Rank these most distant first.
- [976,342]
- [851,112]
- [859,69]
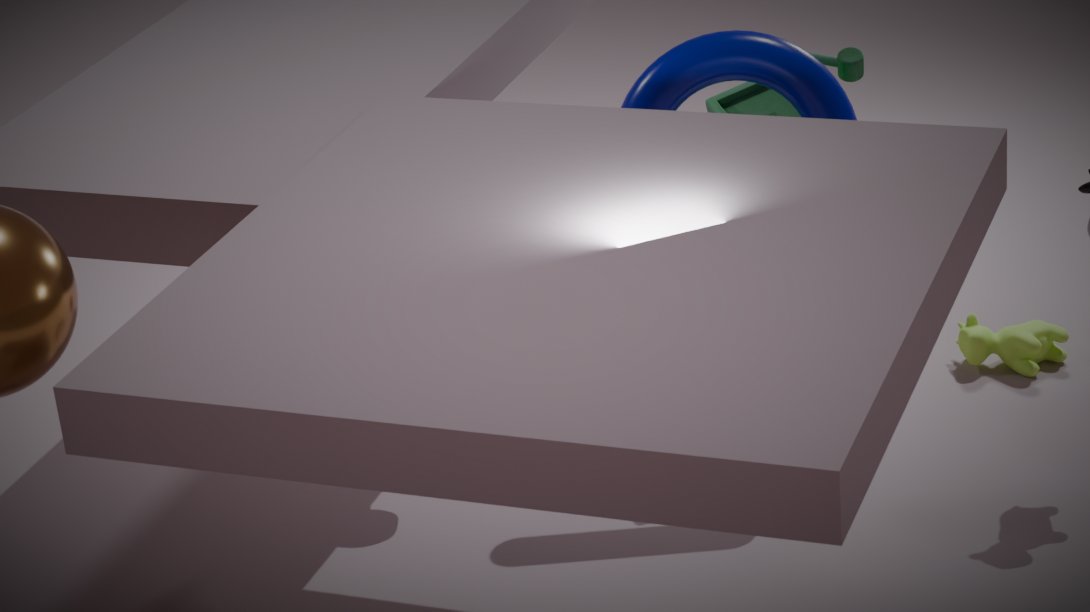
[976,342]
[859,69]
[851,112]
